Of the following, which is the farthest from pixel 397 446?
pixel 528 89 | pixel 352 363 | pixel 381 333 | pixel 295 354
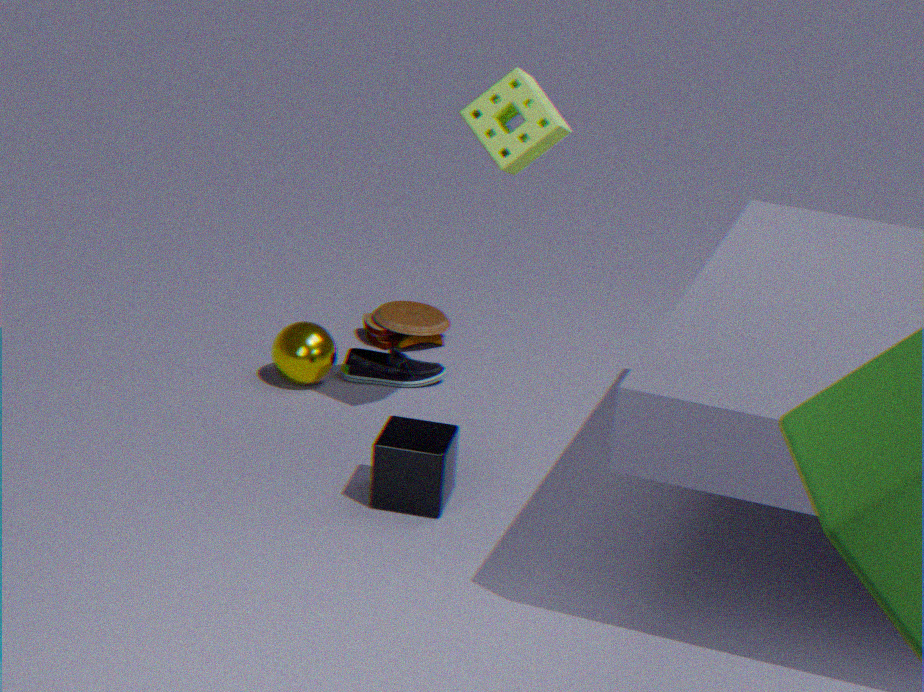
pixel 381 333
